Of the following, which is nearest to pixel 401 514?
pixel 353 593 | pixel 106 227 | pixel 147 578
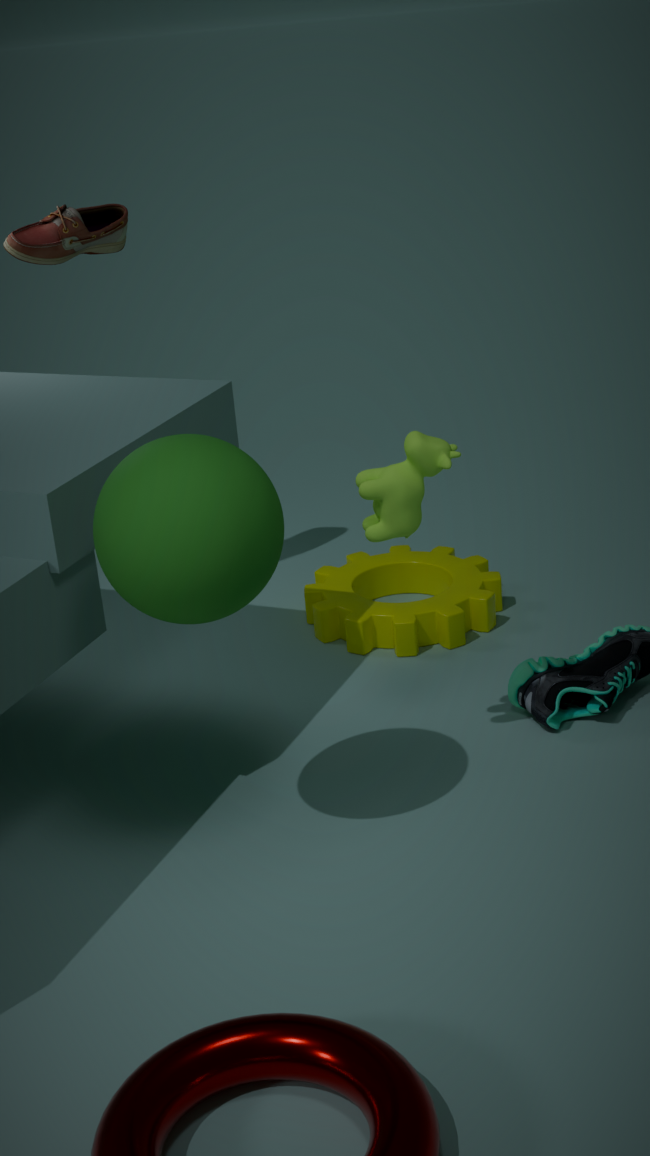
pixel 147 578
